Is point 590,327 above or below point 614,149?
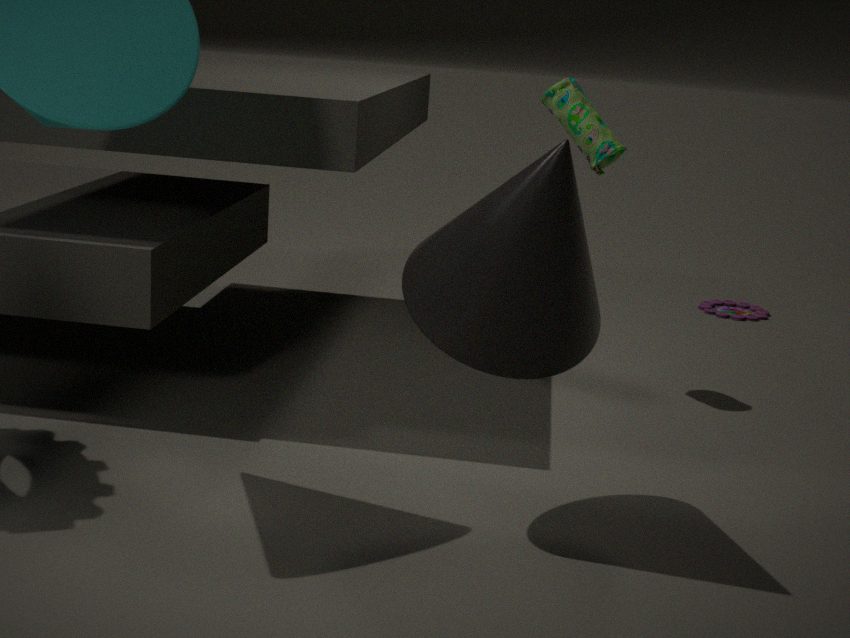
below
